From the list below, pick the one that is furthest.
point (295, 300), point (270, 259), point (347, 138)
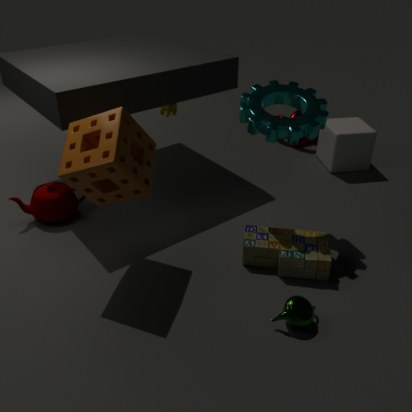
point (347, 138)
